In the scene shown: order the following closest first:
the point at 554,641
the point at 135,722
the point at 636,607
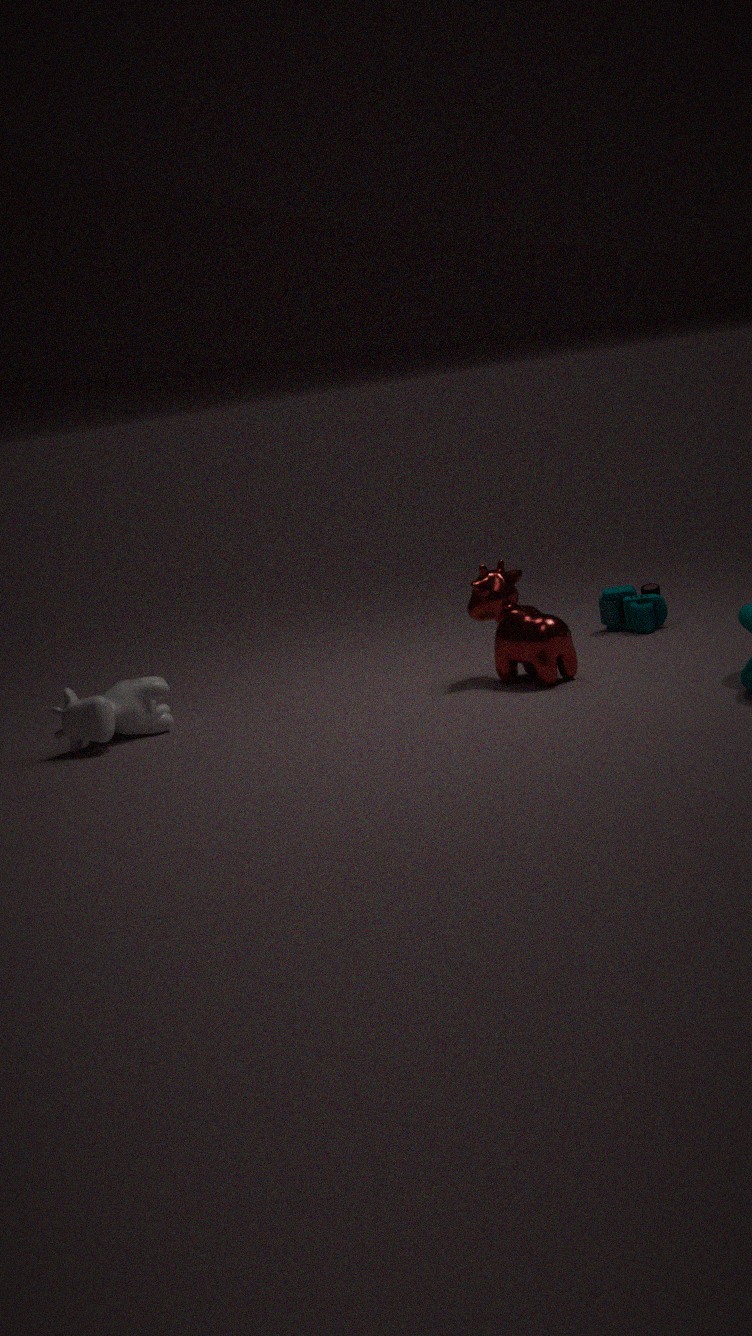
the point at 554,641
the point at 135,722
the point at 636,607
